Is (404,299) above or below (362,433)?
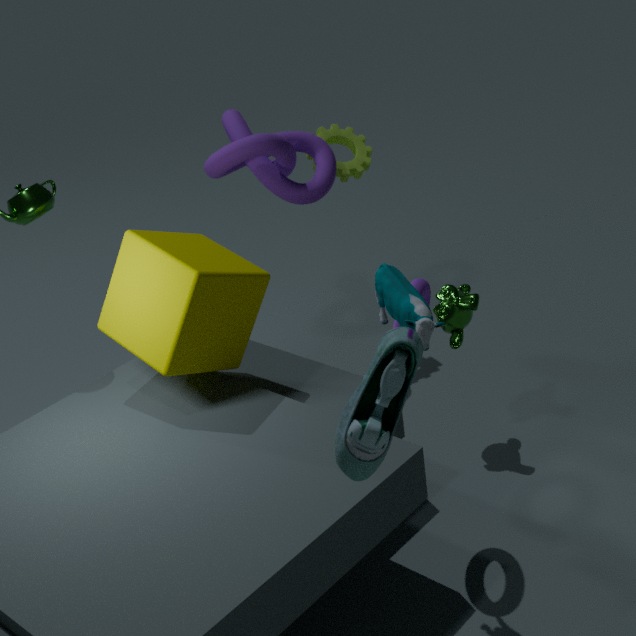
below
